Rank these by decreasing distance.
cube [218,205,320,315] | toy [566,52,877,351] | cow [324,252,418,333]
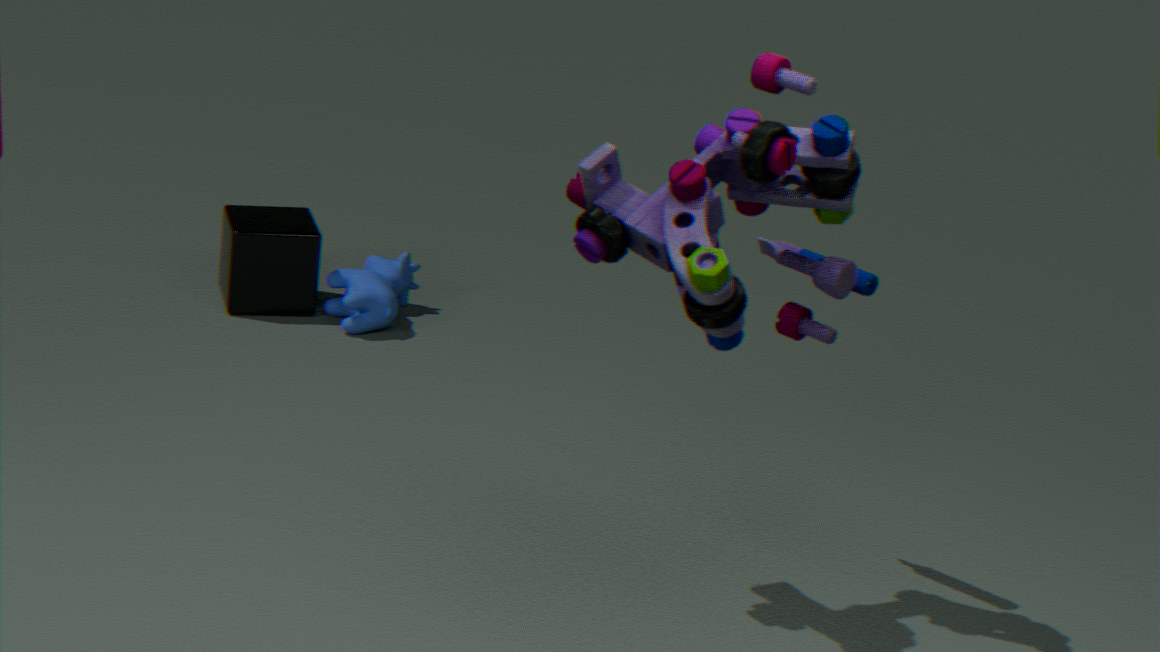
1. cube [218,205,320,315]
2. cow [324,252,418,333]
3. toy [566,52,877,351]
